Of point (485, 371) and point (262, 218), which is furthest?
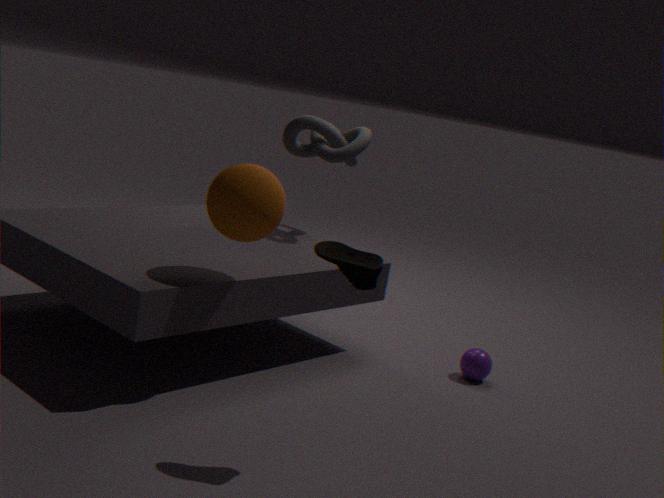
point (485, 371)
